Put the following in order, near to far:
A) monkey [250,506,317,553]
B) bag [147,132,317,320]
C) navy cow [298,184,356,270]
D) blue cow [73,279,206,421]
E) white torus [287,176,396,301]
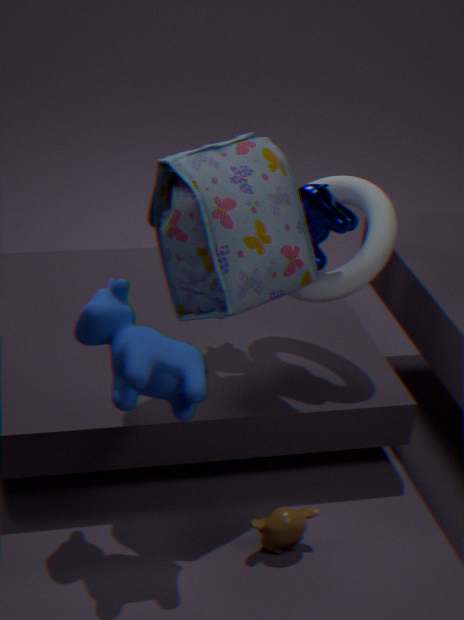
blue cow [73,279,206,421] → bag [147,132,317,320] → monkey [250,506,317,553] → navy cow [298,184,356,270] → white torus [287,176,396,301]
